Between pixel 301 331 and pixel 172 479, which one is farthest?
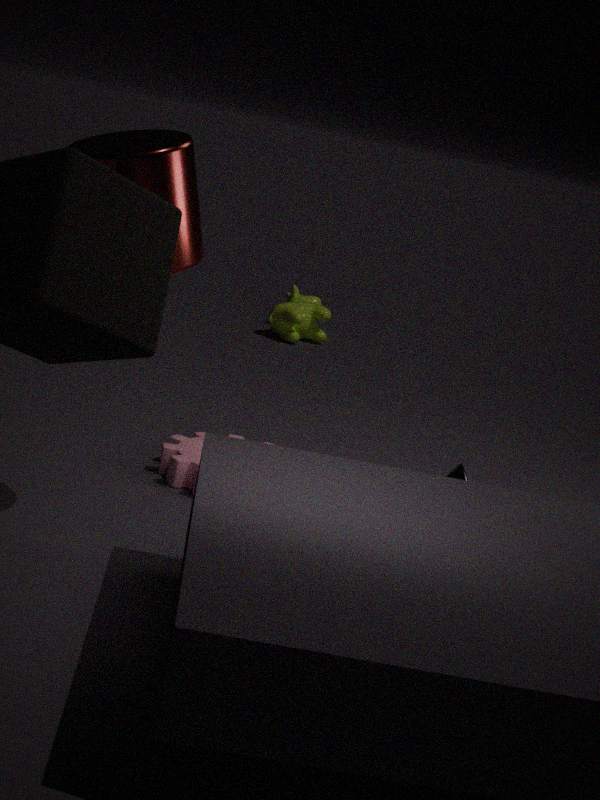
pixel 301 331
